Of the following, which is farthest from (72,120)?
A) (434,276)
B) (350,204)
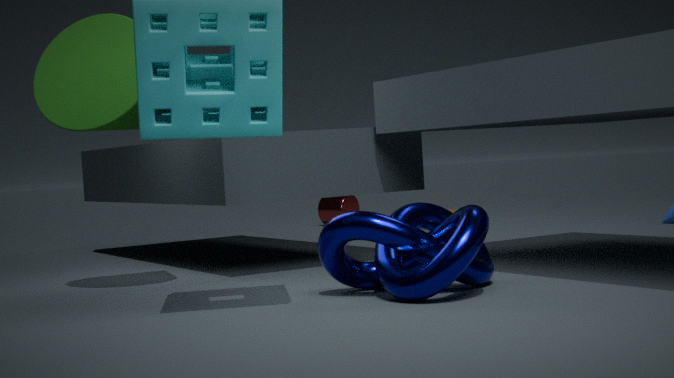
(350,204)
